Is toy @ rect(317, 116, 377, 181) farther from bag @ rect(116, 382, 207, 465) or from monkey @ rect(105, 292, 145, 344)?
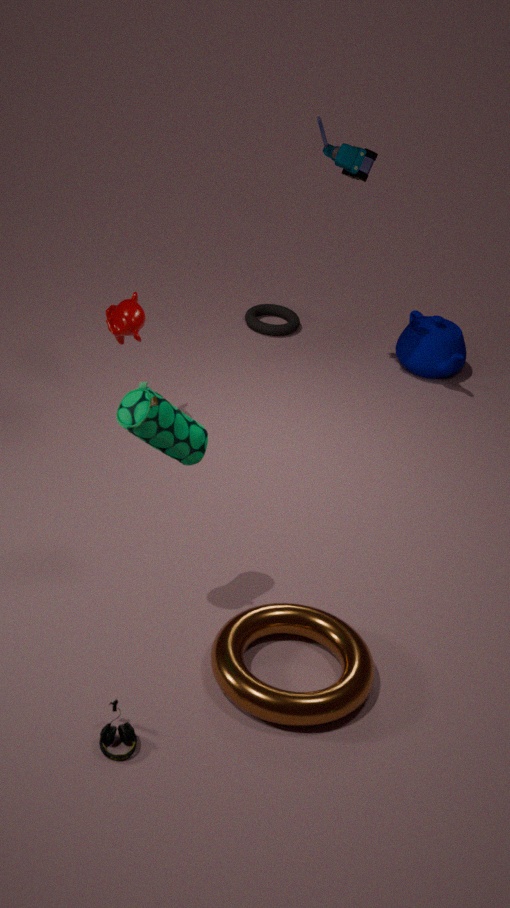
bag @ rect(116, 382, 207, 465)
